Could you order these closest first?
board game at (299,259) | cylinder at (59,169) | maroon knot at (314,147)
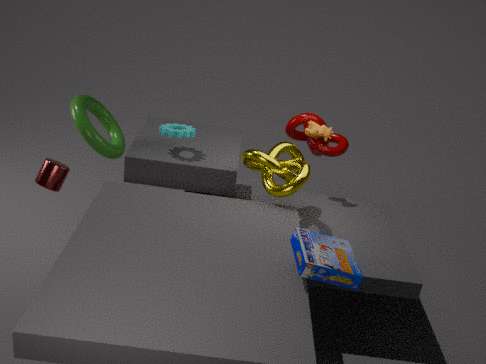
board game at (299,259) < cylinder at (59,169) < maroon knot at (314,147)
